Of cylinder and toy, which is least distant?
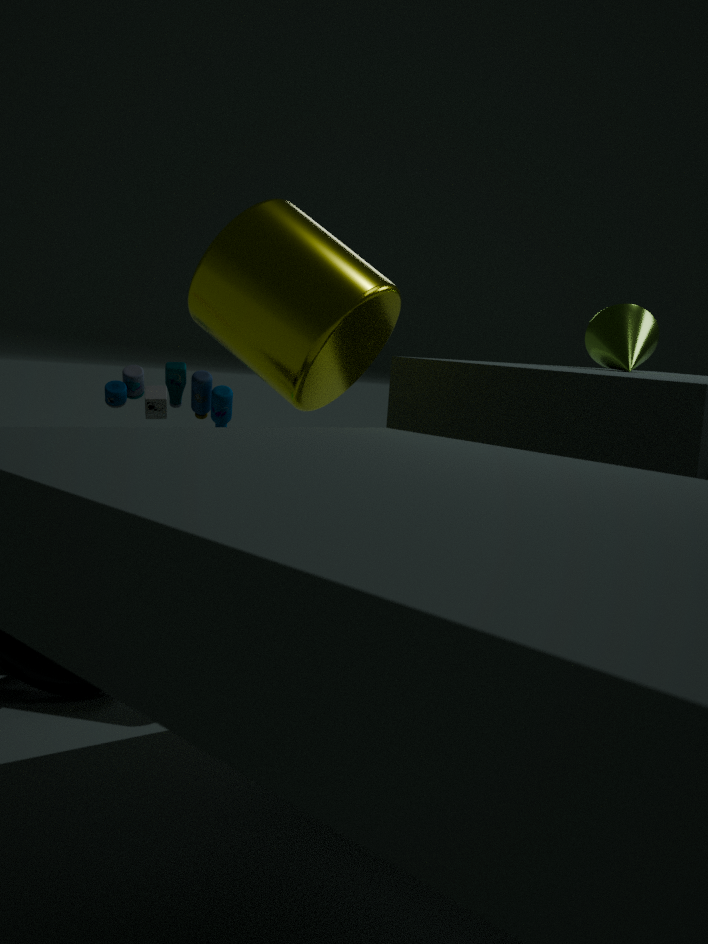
cylinder
